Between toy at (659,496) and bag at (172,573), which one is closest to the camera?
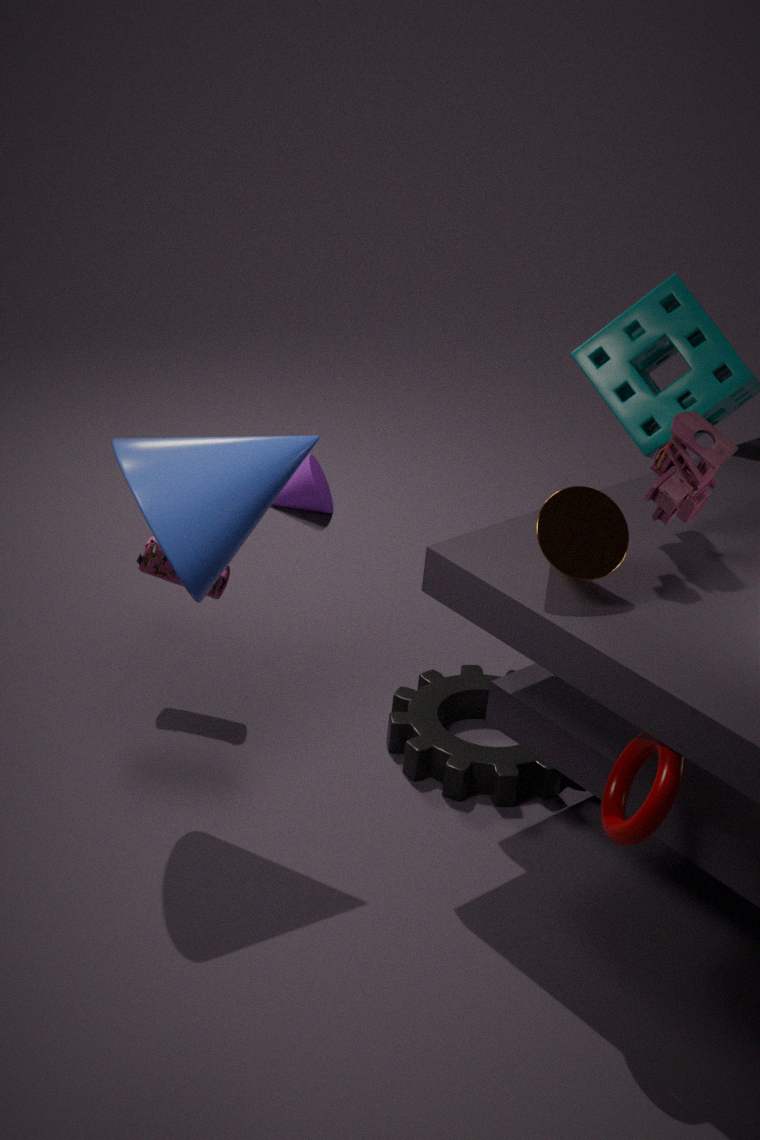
toy at (659,496)
